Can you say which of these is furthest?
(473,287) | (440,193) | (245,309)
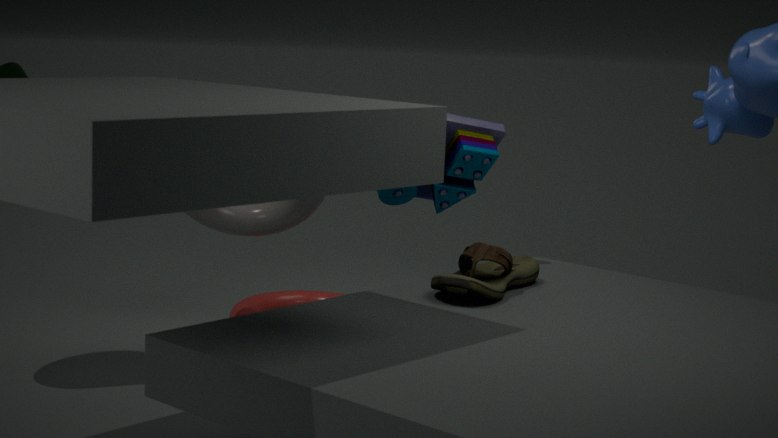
(245,309)
